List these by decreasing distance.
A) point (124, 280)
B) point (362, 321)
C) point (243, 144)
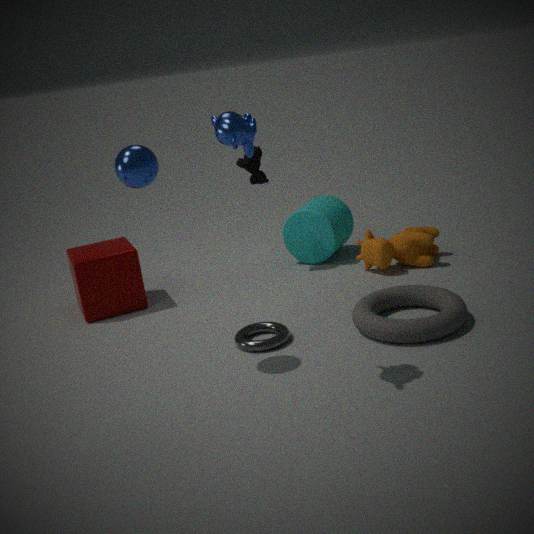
point (124, 280), point (362, 321), point (243, 144)
